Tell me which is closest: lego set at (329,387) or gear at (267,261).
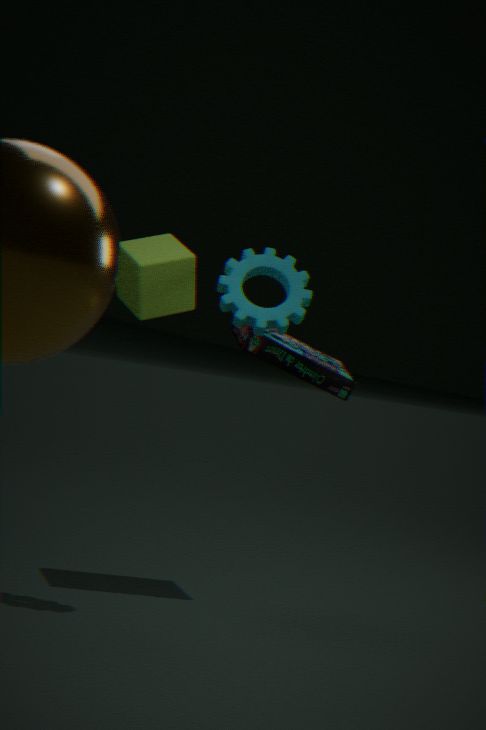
gear at (267,261)
